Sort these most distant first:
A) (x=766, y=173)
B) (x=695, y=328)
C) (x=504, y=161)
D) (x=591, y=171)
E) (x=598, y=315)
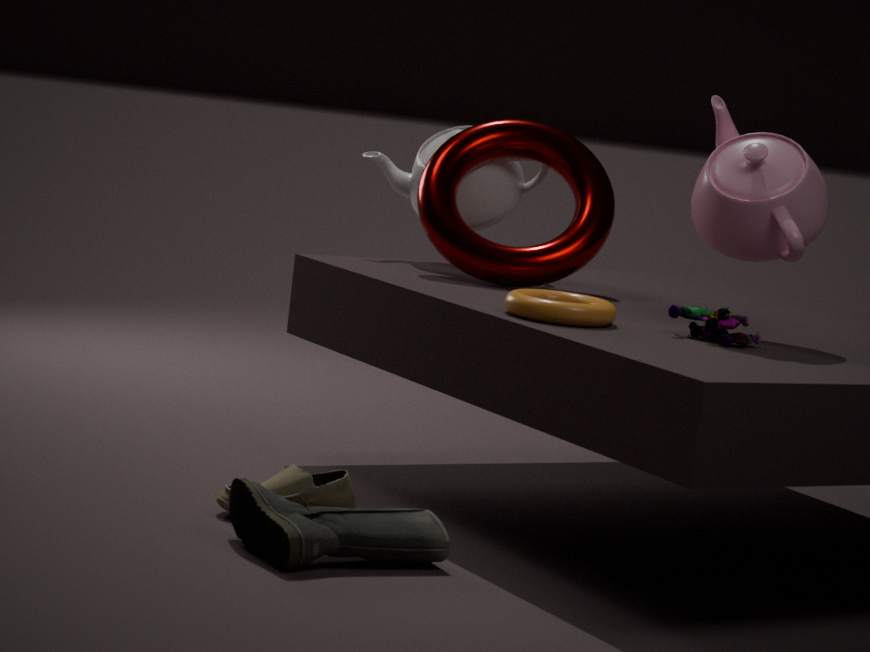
(x=504, y=161) → (x=591, y=171) → (x=766, y=173) → (x=695, y=328) → (x=598, y=315)
